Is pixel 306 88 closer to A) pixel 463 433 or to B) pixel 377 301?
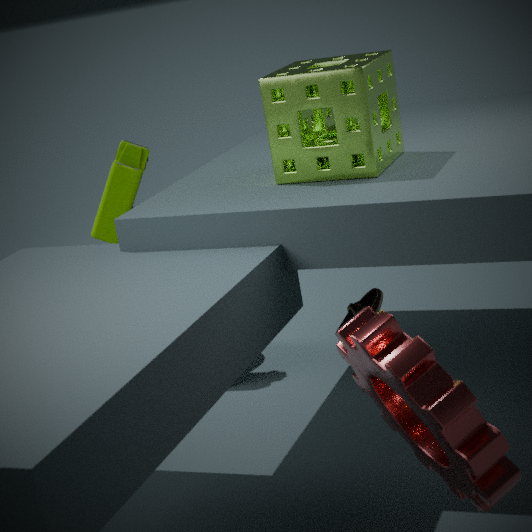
B) pixel 377 301
